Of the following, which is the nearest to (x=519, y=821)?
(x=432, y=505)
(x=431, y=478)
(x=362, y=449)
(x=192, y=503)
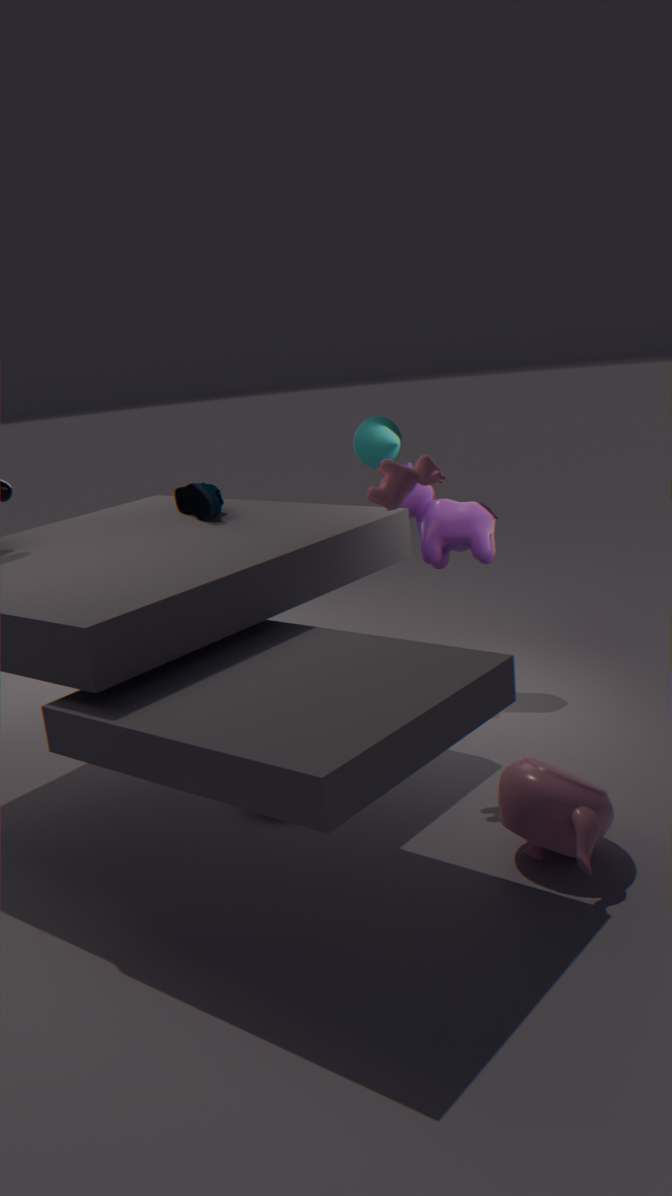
(x=431, y=478)
